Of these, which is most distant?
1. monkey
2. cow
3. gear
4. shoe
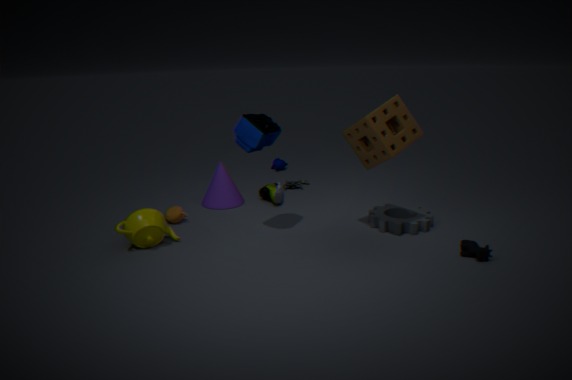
monkey
